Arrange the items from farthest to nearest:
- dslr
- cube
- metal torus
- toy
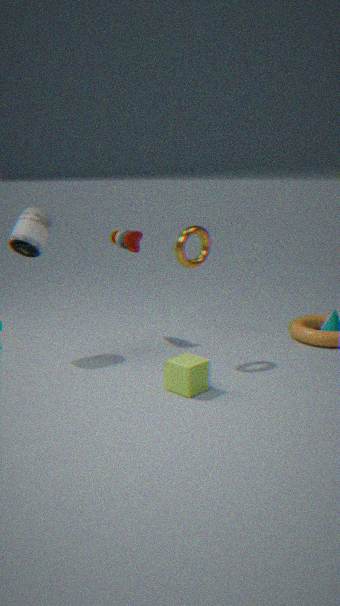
1. toy
2. dslr
3. metal torus
4. cube
